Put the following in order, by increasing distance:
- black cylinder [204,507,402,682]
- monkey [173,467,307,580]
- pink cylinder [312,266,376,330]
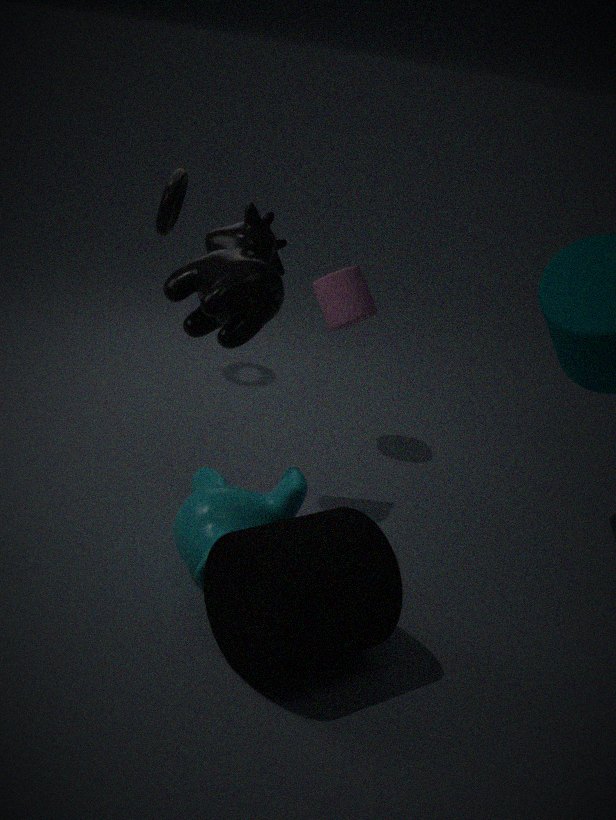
black cylinder [204,507,402,682], monkey [173,467,307,580], pink cylinder [312,266,376,330]
